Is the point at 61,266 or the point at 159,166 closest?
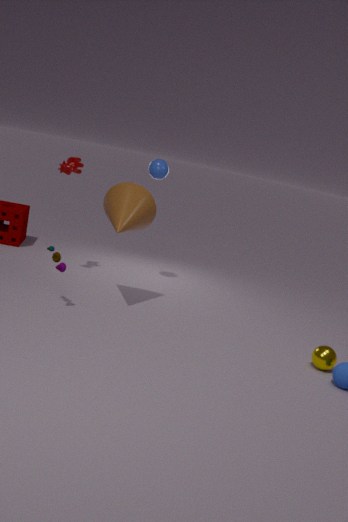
the point at 61,266
